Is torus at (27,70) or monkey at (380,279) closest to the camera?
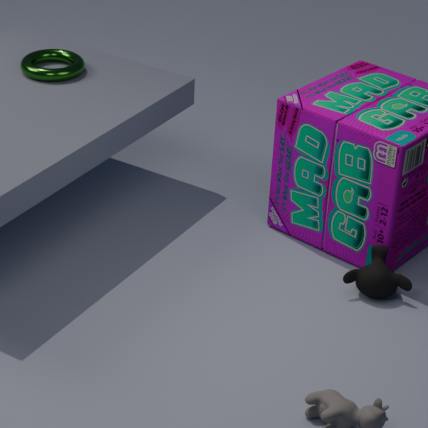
monkey at (380,279)
